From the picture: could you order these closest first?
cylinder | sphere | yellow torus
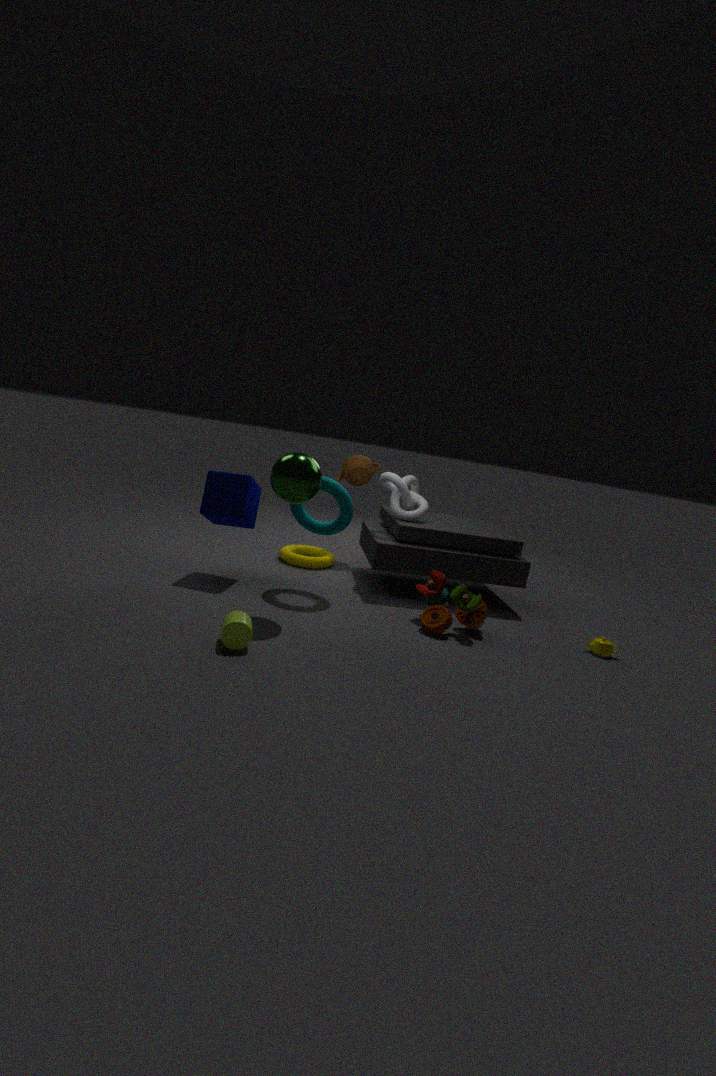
1. cylinder
2. sphere
3. yellow torus
